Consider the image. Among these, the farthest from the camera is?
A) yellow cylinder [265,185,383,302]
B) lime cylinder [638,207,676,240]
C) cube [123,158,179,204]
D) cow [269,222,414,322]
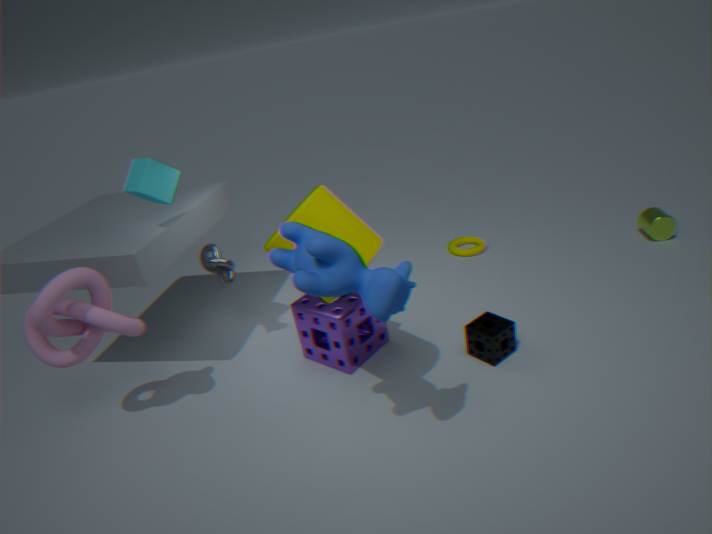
lime cylinder [638,207,676,240]
